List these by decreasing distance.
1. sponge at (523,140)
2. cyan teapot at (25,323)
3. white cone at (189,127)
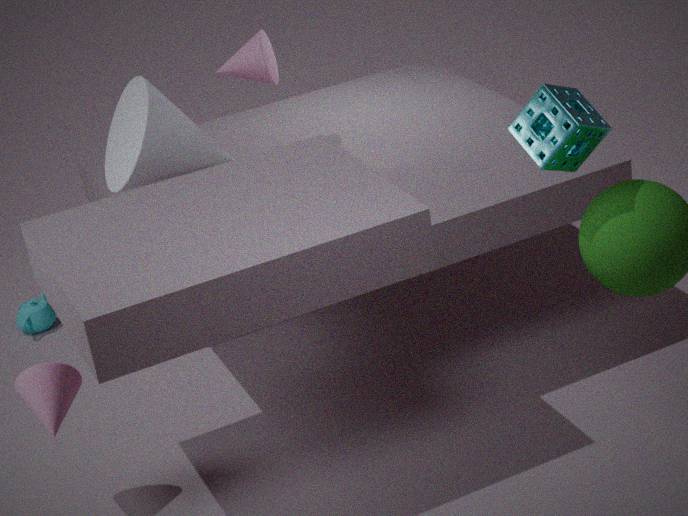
1. cyan teapot at (25,323)
2. white cone at (189,127)
3. sponge at (523,140)
